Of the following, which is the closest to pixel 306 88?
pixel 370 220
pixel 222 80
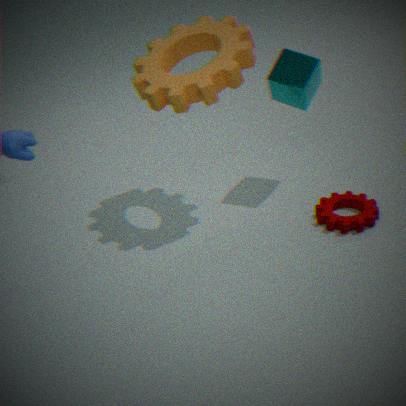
pixel 222 80
